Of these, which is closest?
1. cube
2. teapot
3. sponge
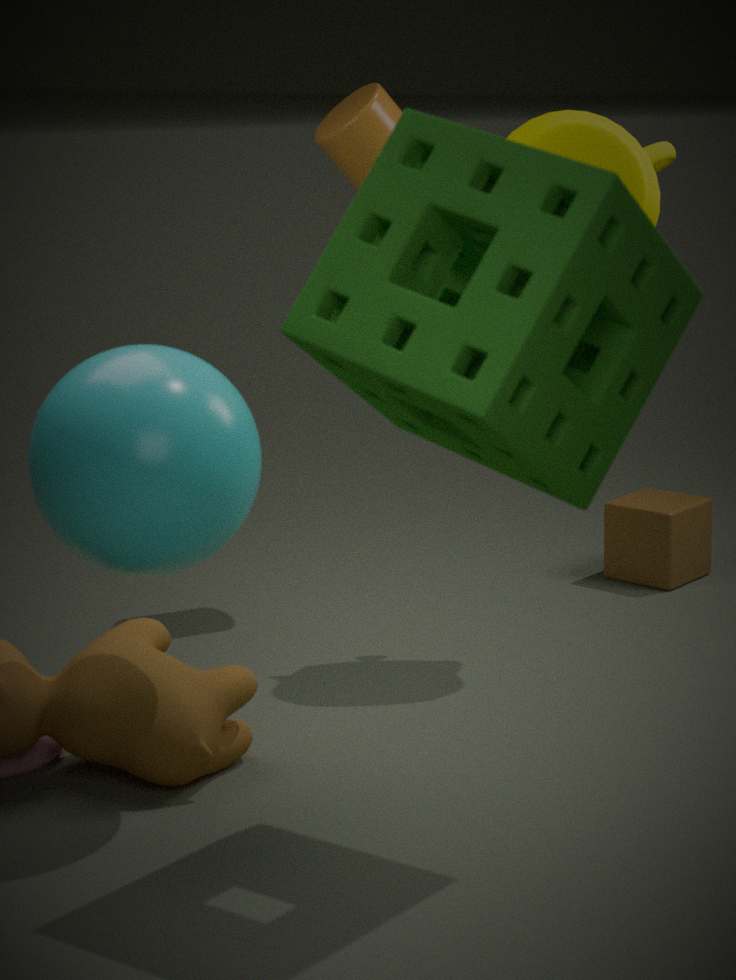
sponge
